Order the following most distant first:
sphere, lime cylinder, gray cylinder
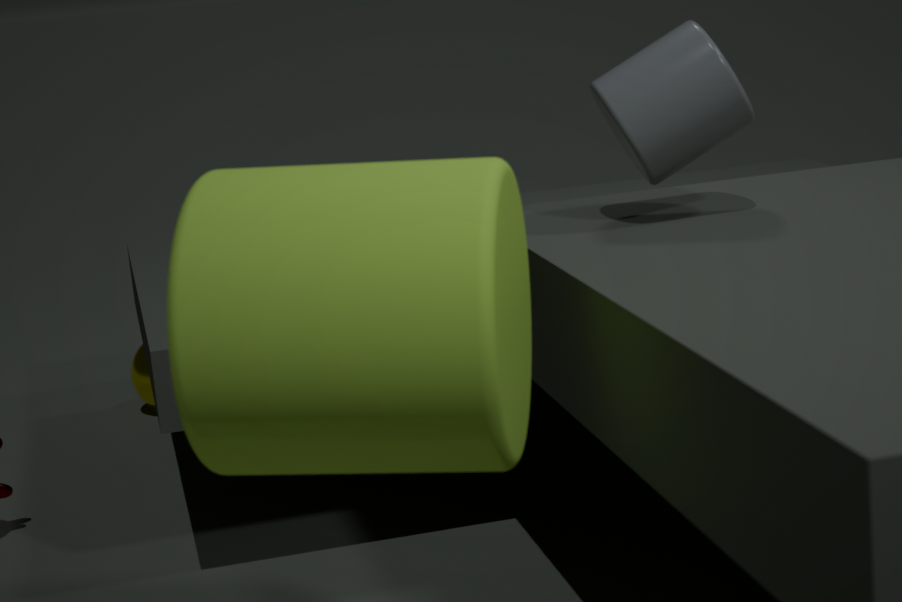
sphere, gray cylinder, lime cylinder
